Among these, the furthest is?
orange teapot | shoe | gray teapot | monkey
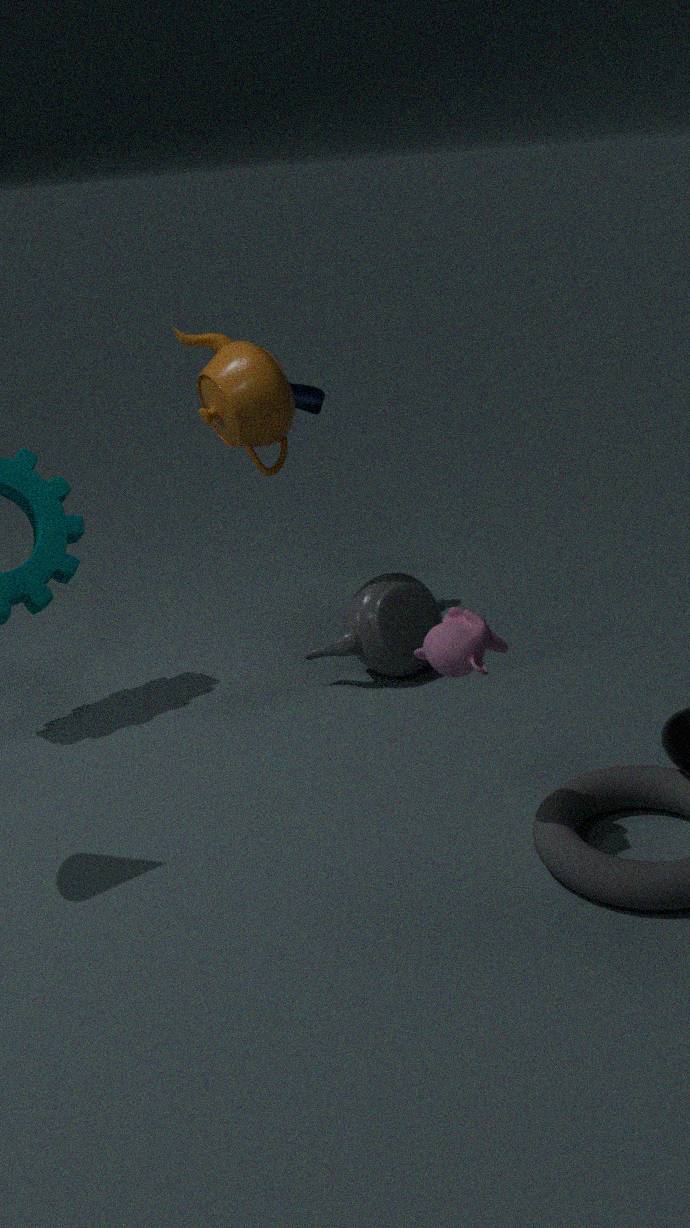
shoe
